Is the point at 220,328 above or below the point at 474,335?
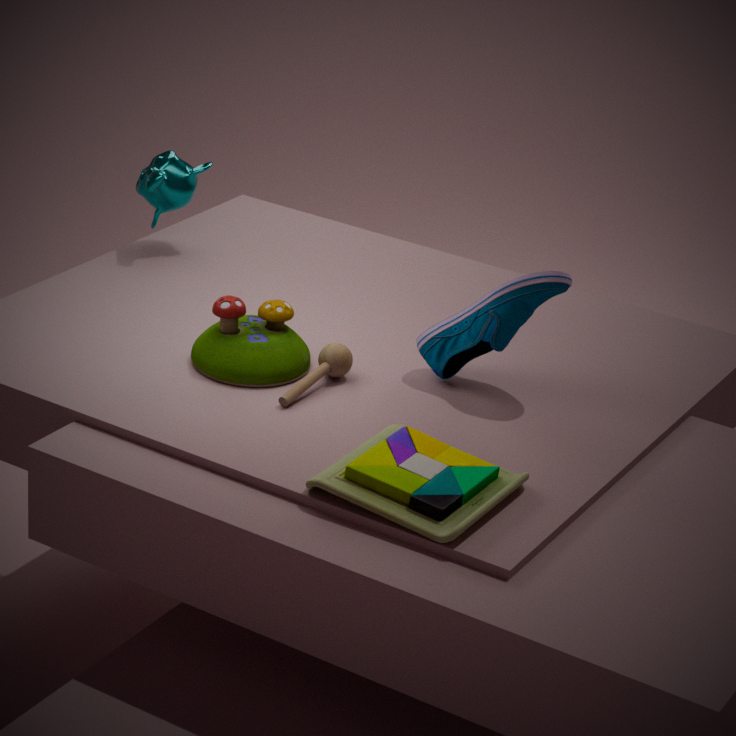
below
